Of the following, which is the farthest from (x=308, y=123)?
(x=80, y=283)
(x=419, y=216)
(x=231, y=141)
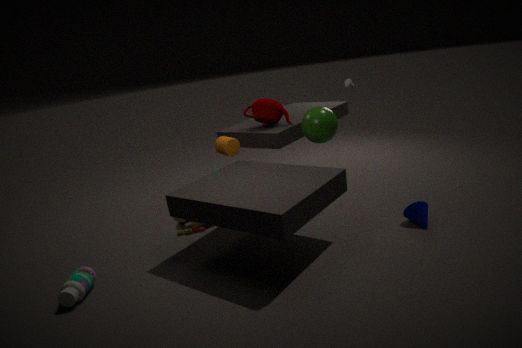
(x=80, y=283)
